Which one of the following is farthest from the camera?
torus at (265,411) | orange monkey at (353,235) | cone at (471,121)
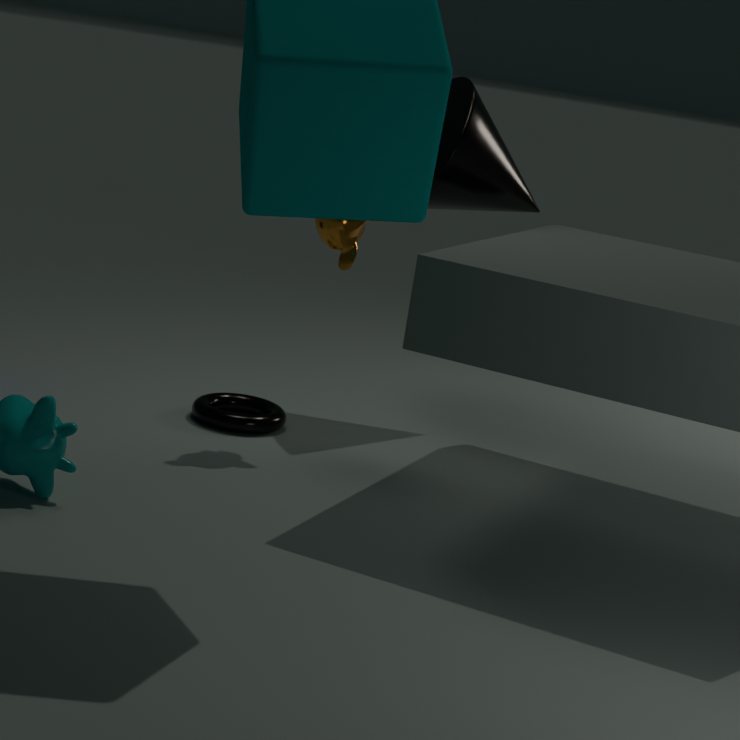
cone at (471,121)
